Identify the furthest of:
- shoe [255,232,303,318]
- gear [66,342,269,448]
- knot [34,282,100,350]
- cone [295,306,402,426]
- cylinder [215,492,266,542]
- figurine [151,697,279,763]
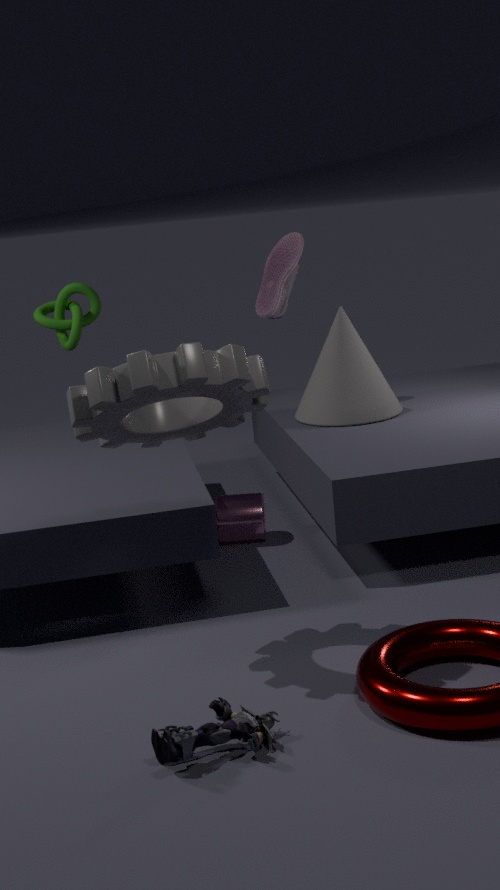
shoe [255,232,303,318]
